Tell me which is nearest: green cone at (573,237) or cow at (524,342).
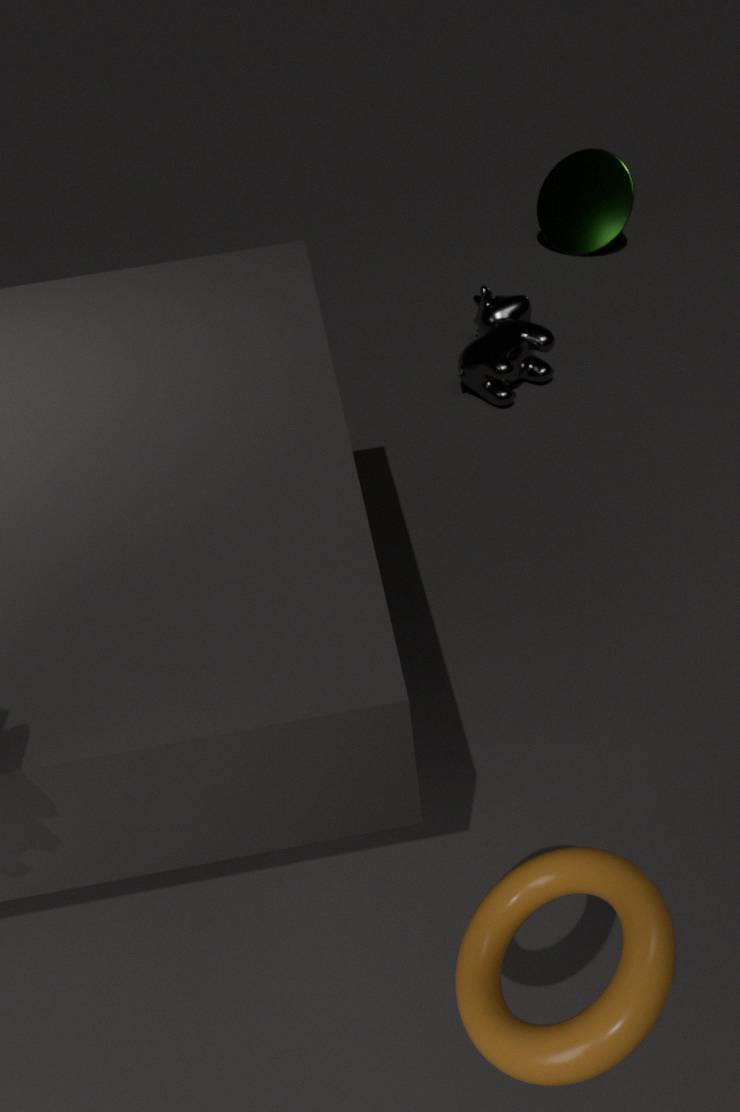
cow at (524,342)
